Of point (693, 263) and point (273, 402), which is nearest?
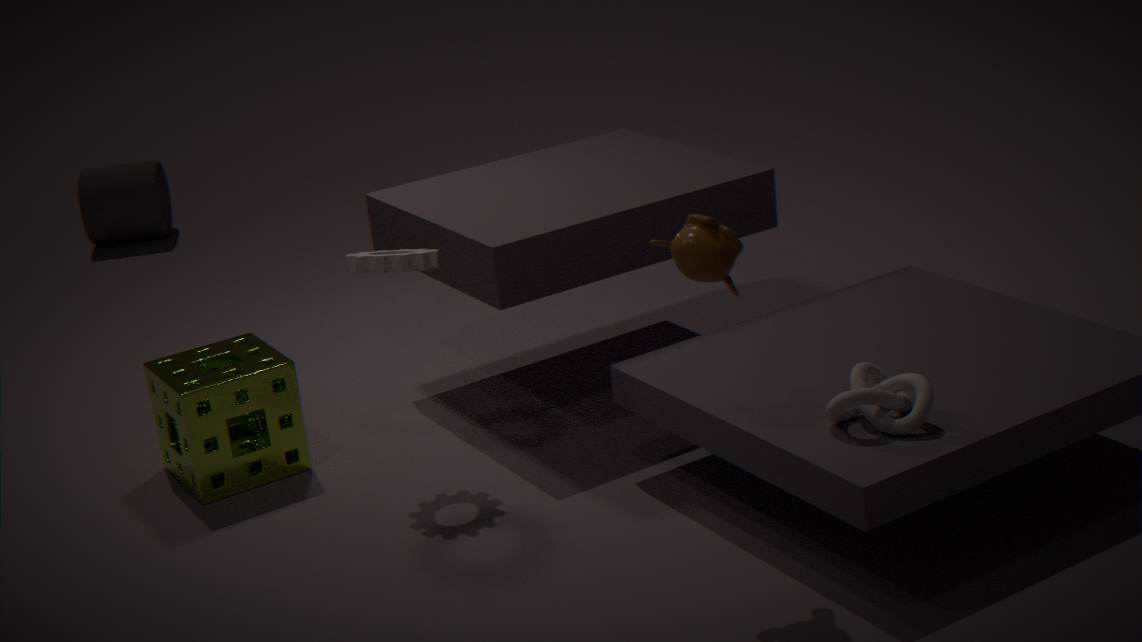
point (693, 263)
